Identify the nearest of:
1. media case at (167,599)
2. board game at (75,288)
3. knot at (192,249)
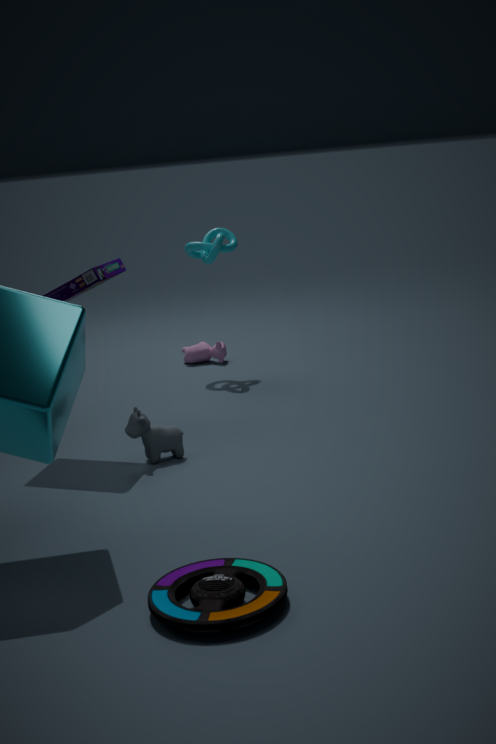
media case at (167,599)
